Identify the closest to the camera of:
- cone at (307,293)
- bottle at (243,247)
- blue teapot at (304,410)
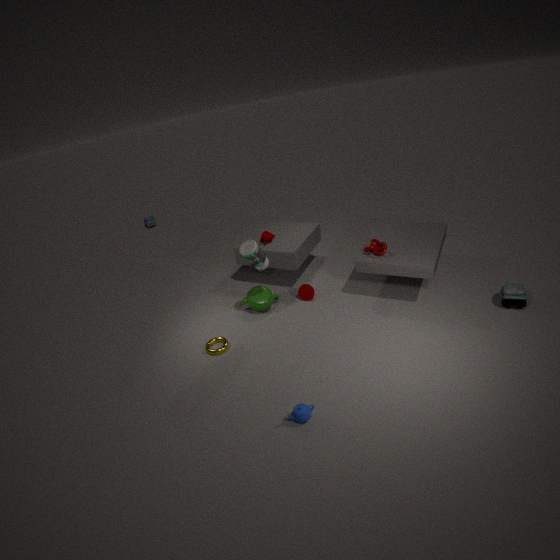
blue teapot at (304,410)
